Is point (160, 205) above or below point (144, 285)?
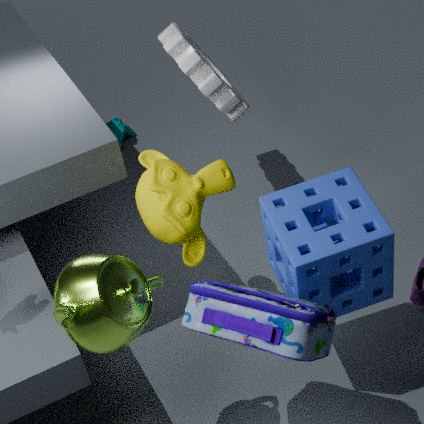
below
